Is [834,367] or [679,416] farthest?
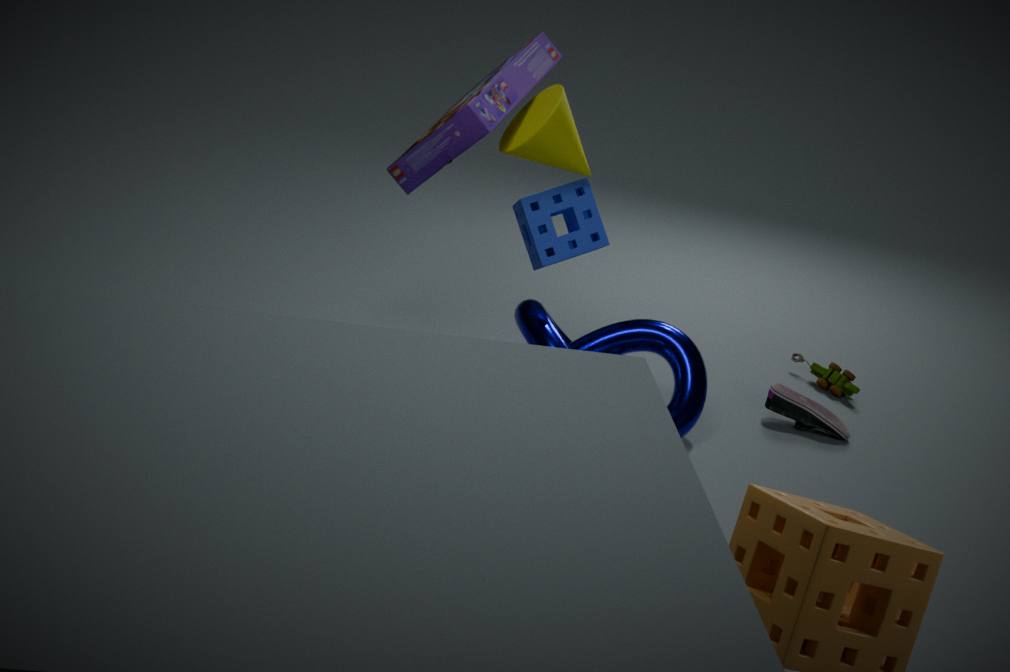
[834,367]
